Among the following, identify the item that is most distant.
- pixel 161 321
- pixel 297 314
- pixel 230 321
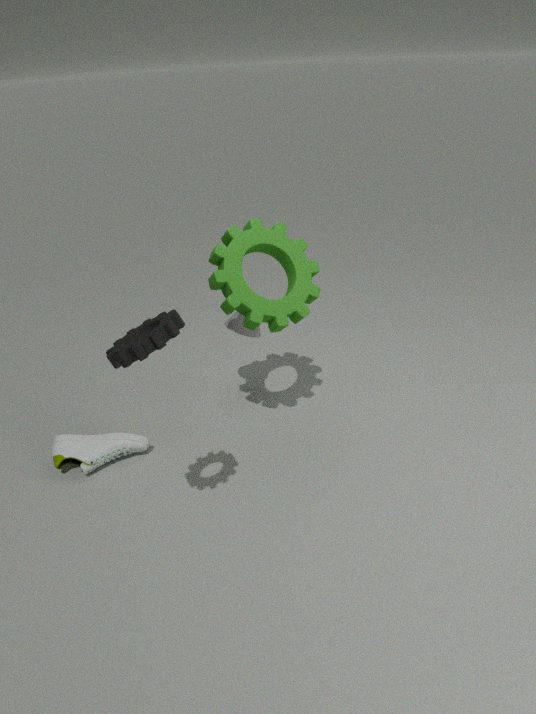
pixel 230 321
